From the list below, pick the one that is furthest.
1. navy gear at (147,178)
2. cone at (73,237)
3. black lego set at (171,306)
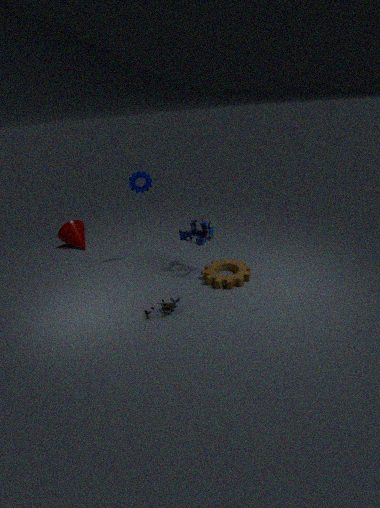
cone at (73,237)
